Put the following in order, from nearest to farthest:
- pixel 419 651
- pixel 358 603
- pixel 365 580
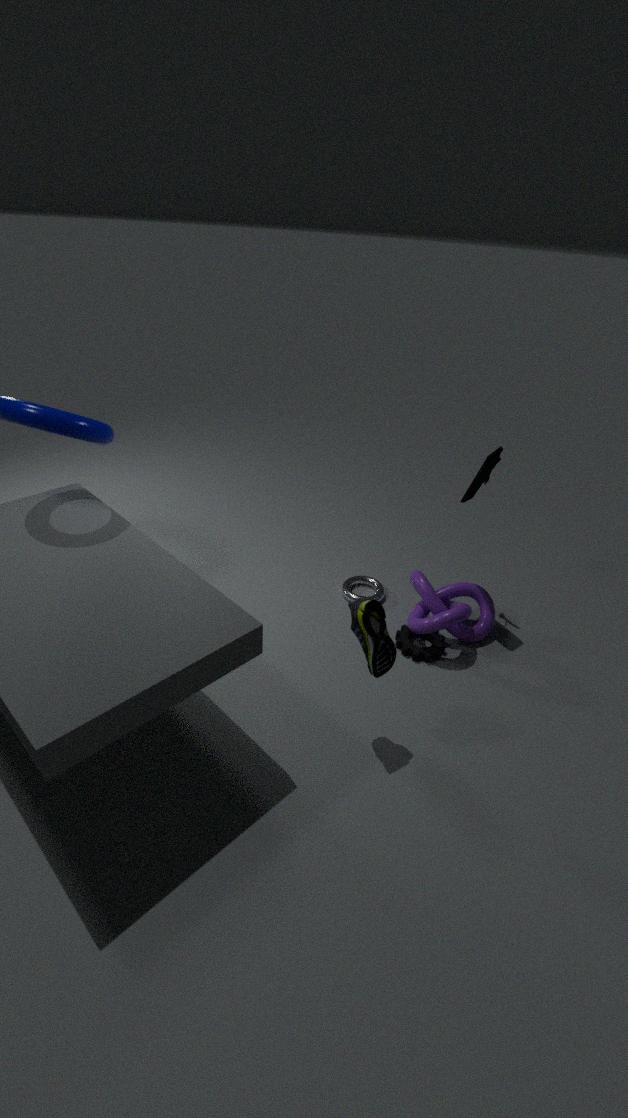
pixel 358 603
pixel 419 651
pixel 365 580
